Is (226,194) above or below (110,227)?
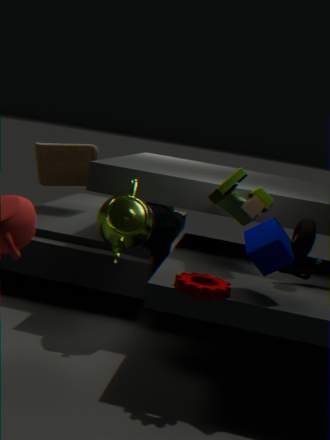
above
